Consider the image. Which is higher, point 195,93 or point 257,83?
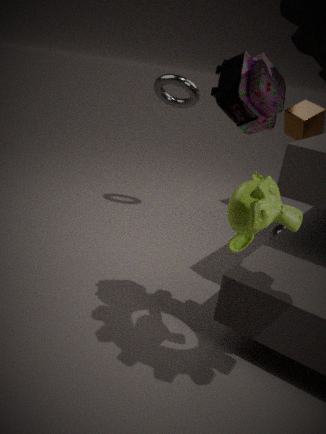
point 257,83
